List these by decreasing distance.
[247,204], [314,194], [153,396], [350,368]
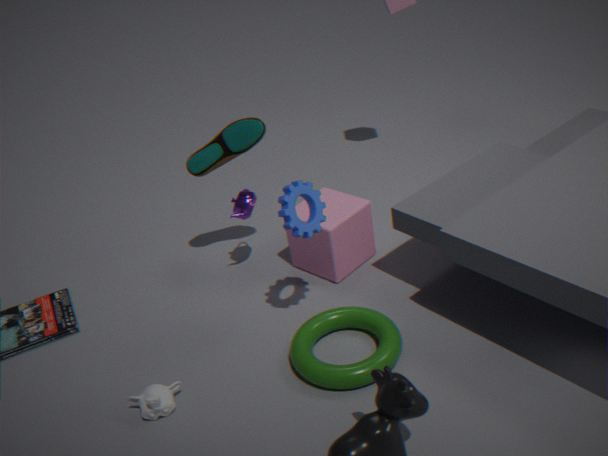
1. [247,204]
2. [314,194]
3. [350,368]
4. [153,396]
